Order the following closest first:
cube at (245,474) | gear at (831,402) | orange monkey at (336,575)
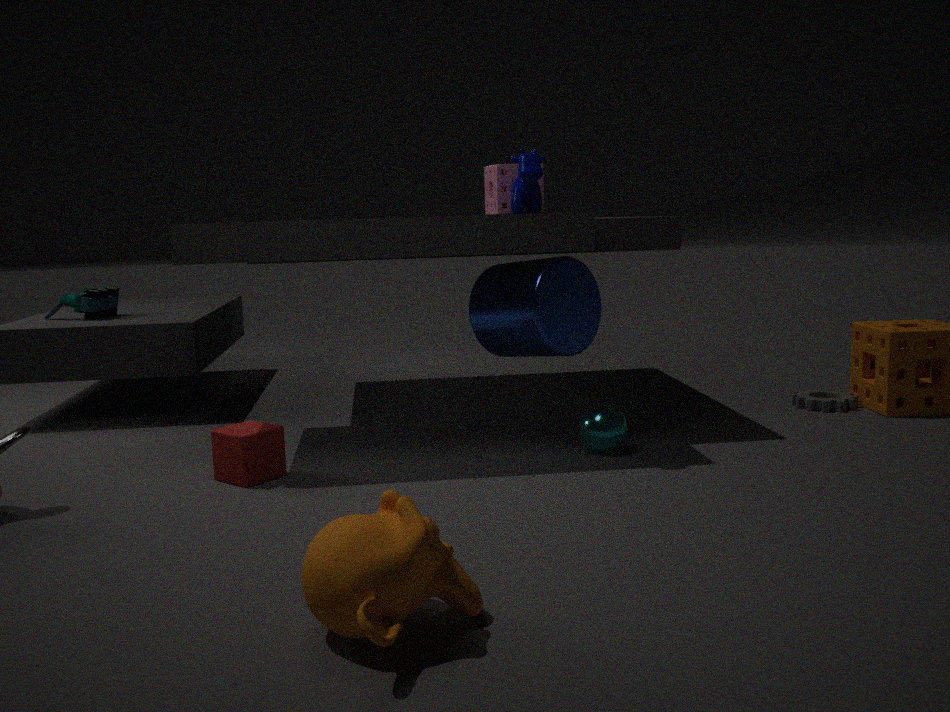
orange monkey at (336,575) < cube at (245,474) < gear at (831,402)
